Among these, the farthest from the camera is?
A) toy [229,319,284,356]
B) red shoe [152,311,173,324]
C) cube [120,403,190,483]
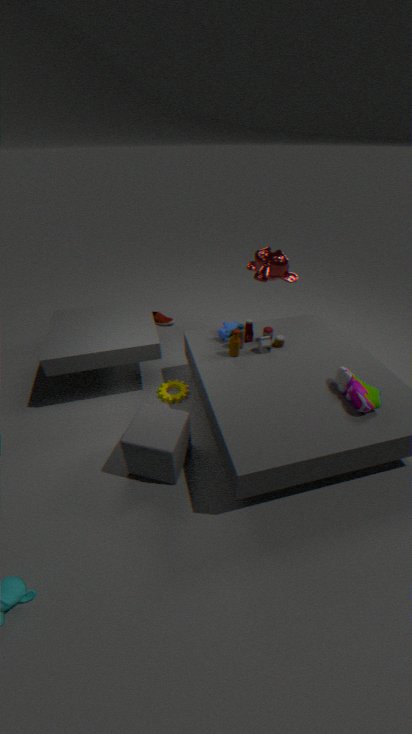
red shoe [152,311,173,324]
